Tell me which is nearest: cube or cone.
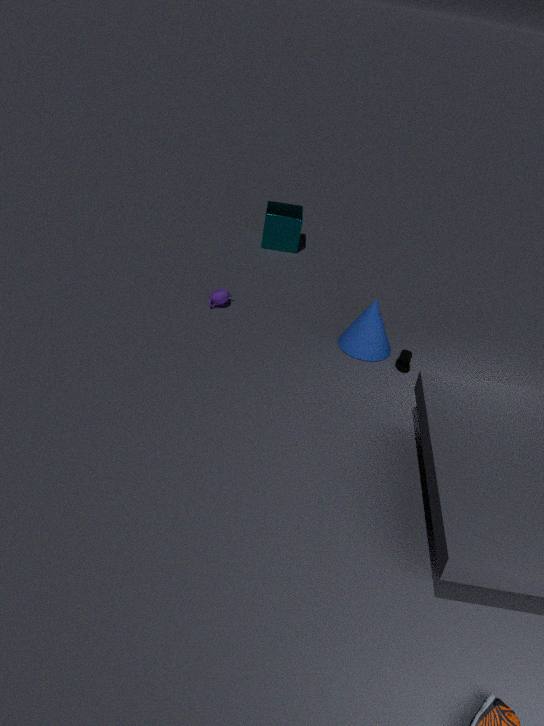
cone
